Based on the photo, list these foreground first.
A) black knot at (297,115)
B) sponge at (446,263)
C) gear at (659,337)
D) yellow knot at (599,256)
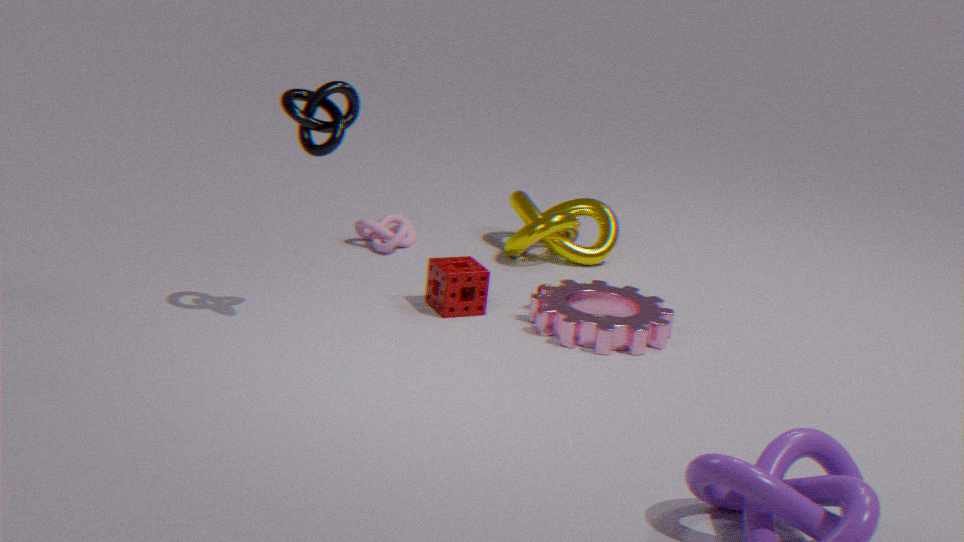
black knot at (297,115) → gear at (659,337) → sponge at (446,263) → yellow knot at (599,256)
